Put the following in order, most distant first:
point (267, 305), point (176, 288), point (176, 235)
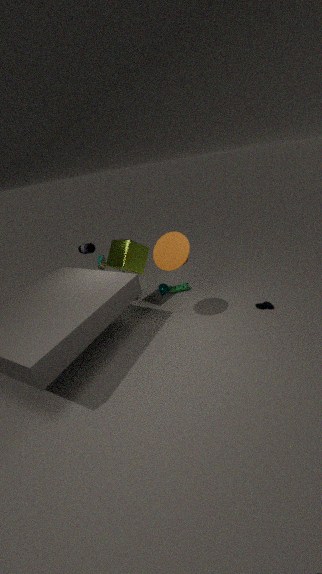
1. point (176, 288)
2. point (267, 305)
3. point (176, 235)
